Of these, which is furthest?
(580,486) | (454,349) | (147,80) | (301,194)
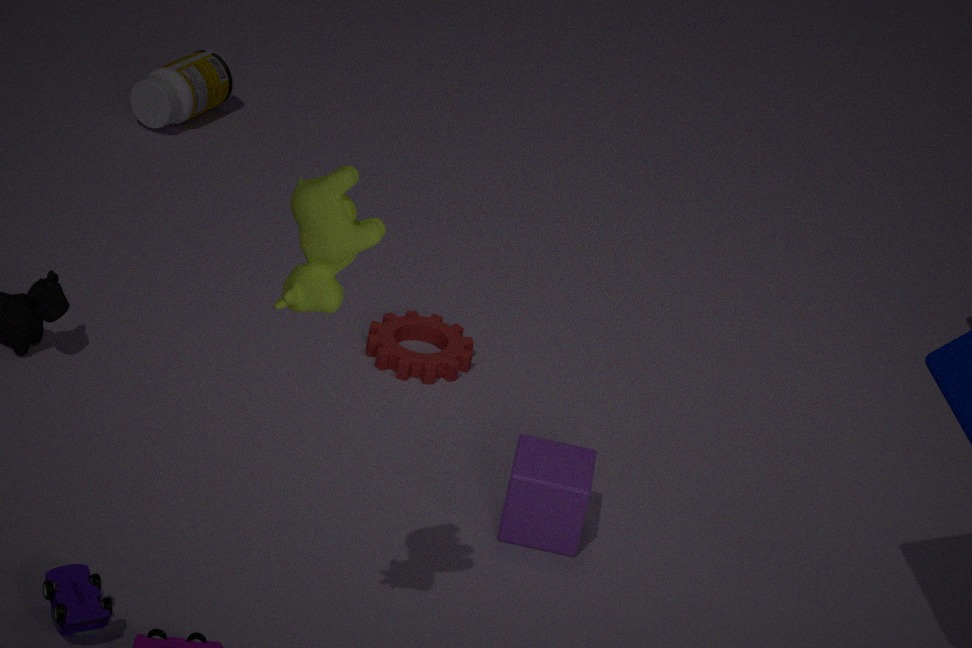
(147,80)
